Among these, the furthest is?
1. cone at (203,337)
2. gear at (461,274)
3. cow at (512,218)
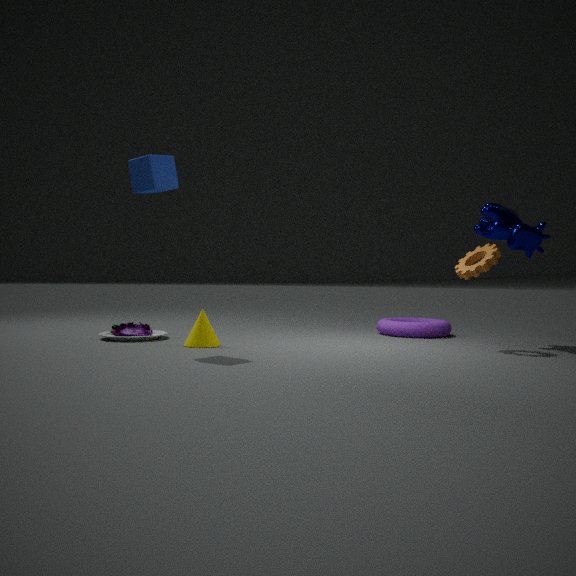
cow at (512,218)
